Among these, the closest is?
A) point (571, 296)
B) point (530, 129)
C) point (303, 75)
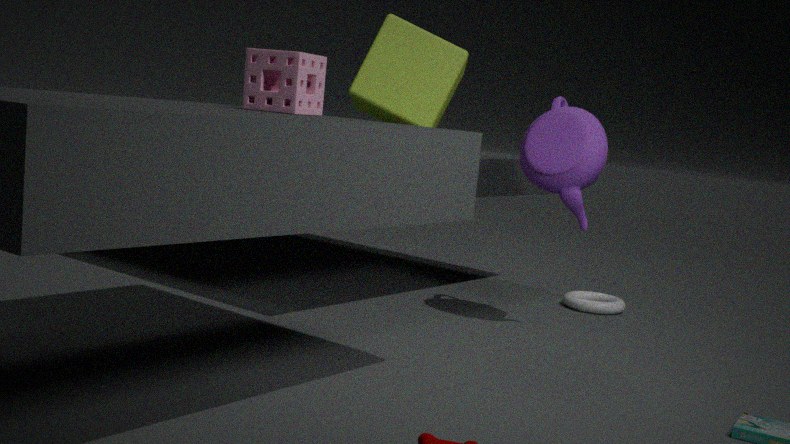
point (303, 75)
